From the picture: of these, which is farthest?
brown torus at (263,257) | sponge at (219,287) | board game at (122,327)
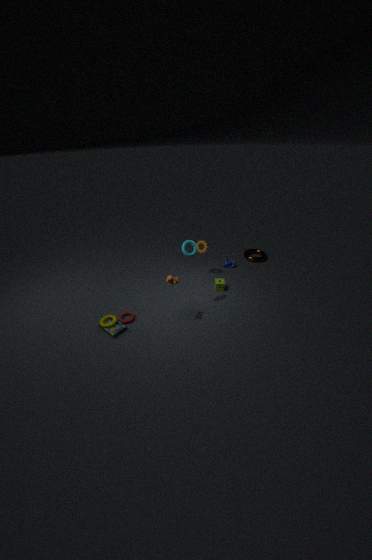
brown torus at (263,257)
